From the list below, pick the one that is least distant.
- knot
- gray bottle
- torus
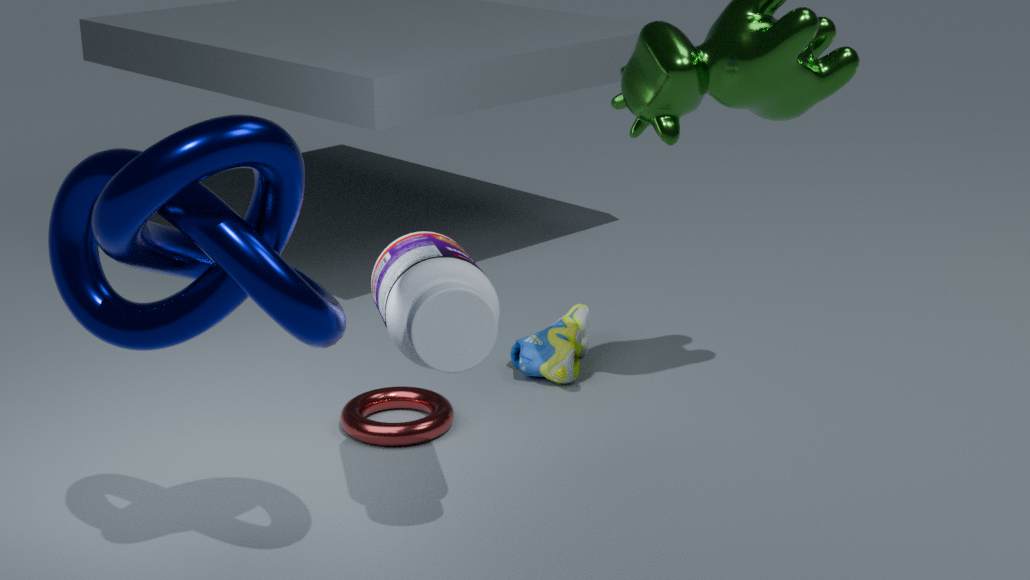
knot
